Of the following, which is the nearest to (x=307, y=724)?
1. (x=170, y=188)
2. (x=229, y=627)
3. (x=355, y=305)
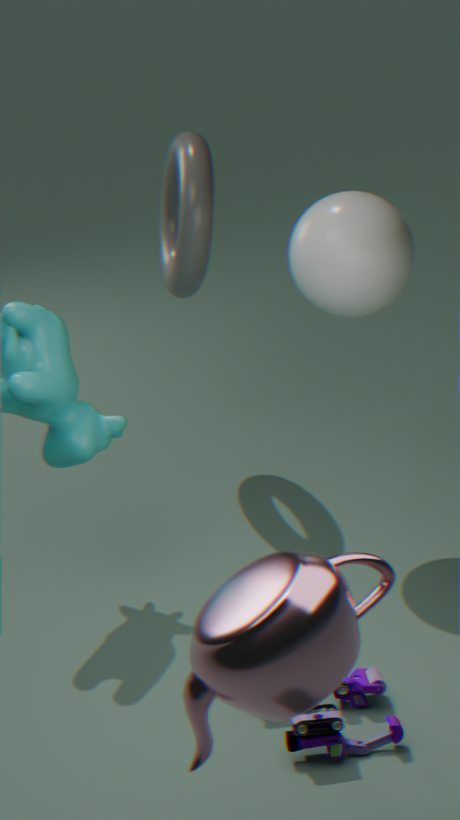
(x=229, y=627)
